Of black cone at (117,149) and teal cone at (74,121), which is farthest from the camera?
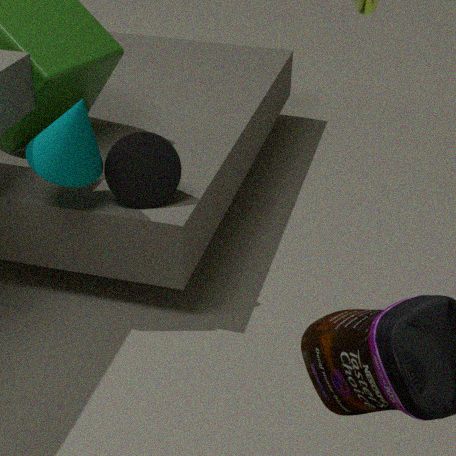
black cone at (117,149)
